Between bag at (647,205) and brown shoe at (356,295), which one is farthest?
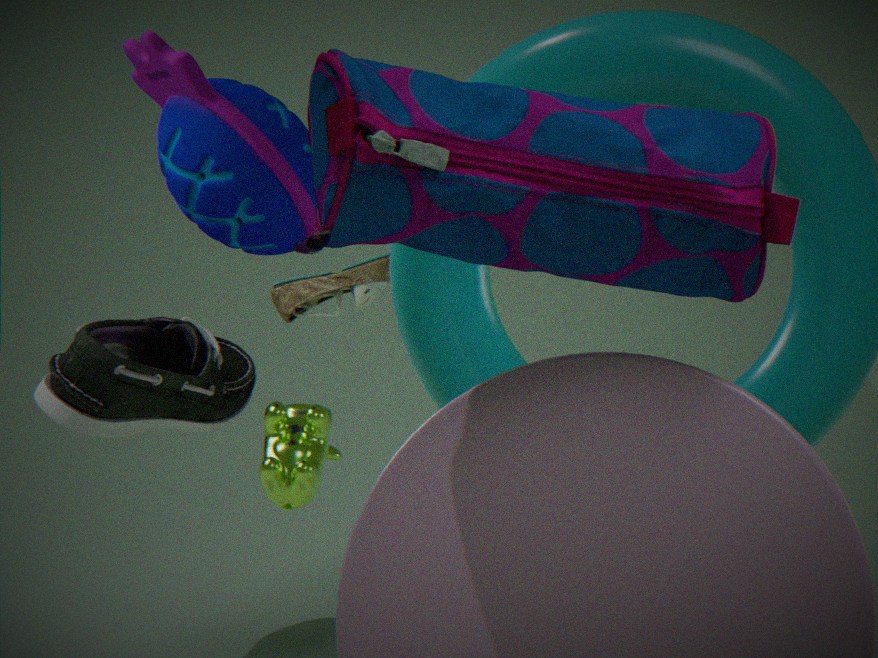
brown shoe at (356,295)
